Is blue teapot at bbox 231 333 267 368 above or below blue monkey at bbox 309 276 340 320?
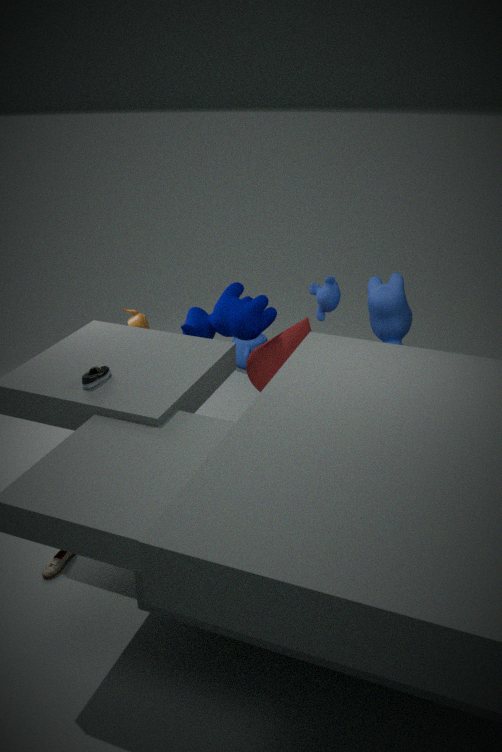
below
